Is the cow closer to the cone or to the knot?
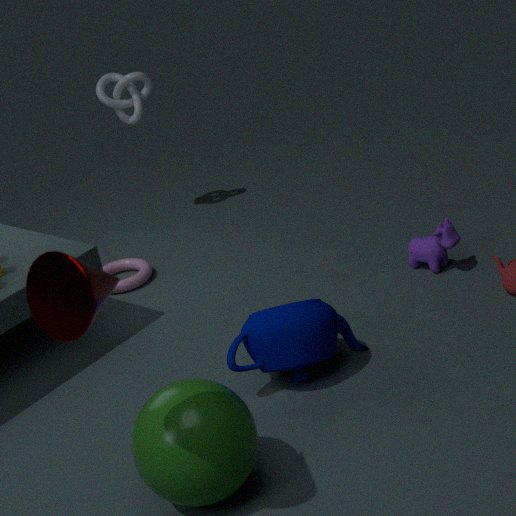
the knot
